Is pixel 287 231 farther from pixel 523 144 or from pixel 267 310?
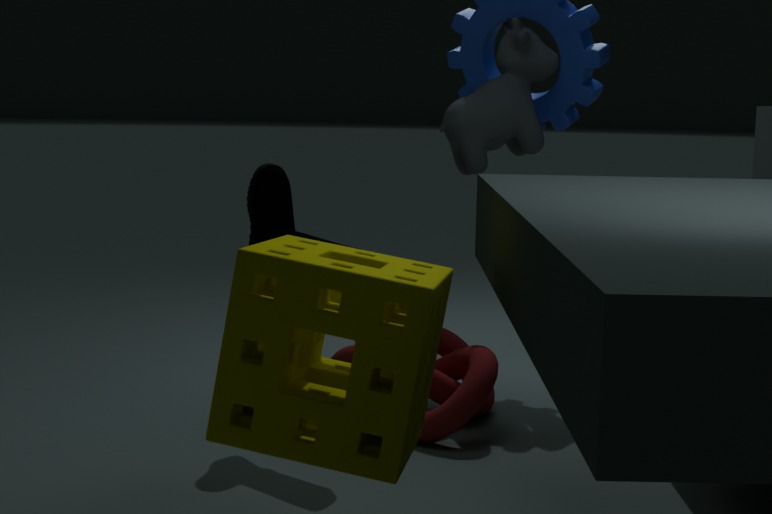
pixel 523 144
